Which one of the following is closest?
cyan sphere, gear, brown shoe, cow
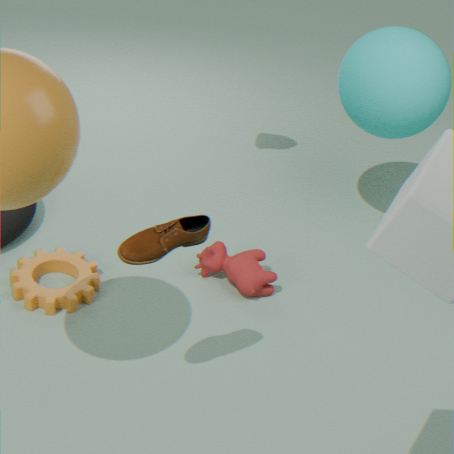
brown shoe
